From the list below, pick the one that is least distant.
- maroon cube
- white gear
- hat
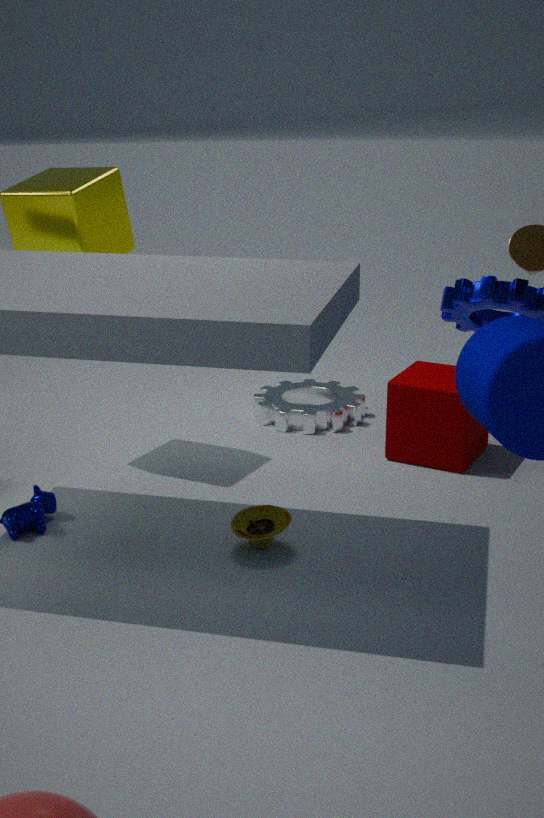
hat
